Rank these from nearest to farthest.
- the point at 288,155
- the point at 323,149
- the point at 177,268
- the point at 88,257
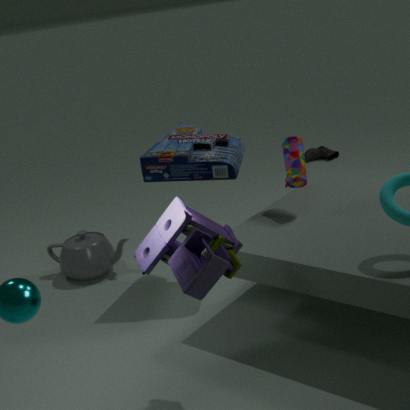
1. the point at 177,268
2. the point at 288,155
3. the point at 88,257
4. the point at 323,149
